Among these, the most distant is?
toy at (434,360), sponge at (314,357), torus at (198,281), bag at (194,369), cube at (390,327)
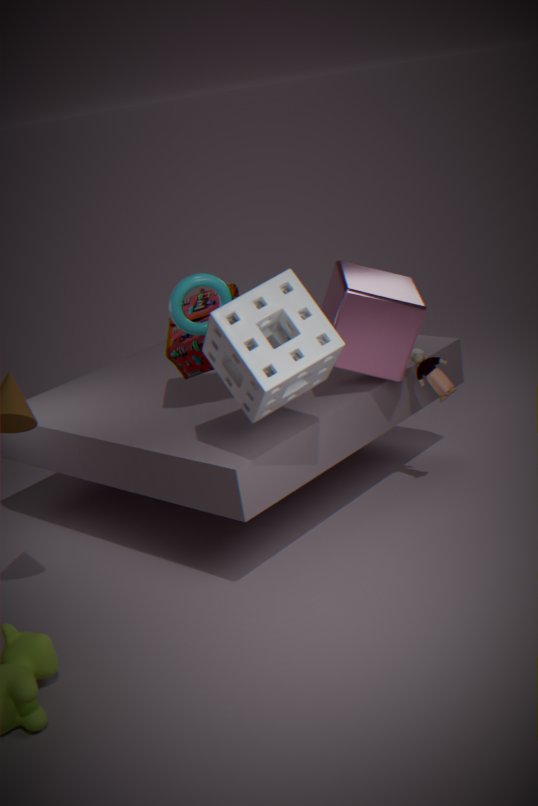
toy at (434,360)
